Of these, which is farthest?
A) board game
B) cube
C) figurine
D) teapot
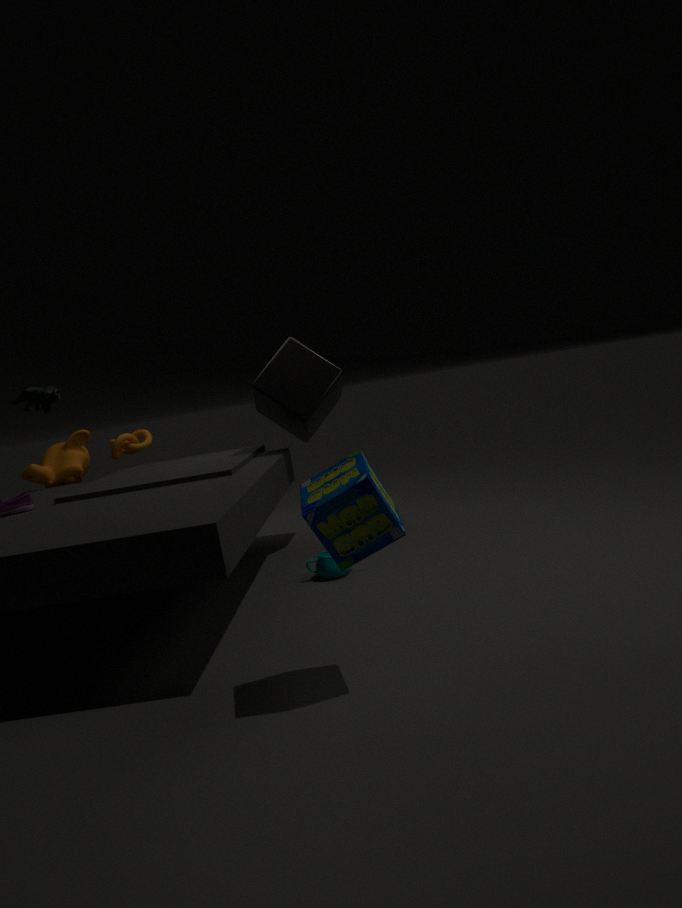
figurine
